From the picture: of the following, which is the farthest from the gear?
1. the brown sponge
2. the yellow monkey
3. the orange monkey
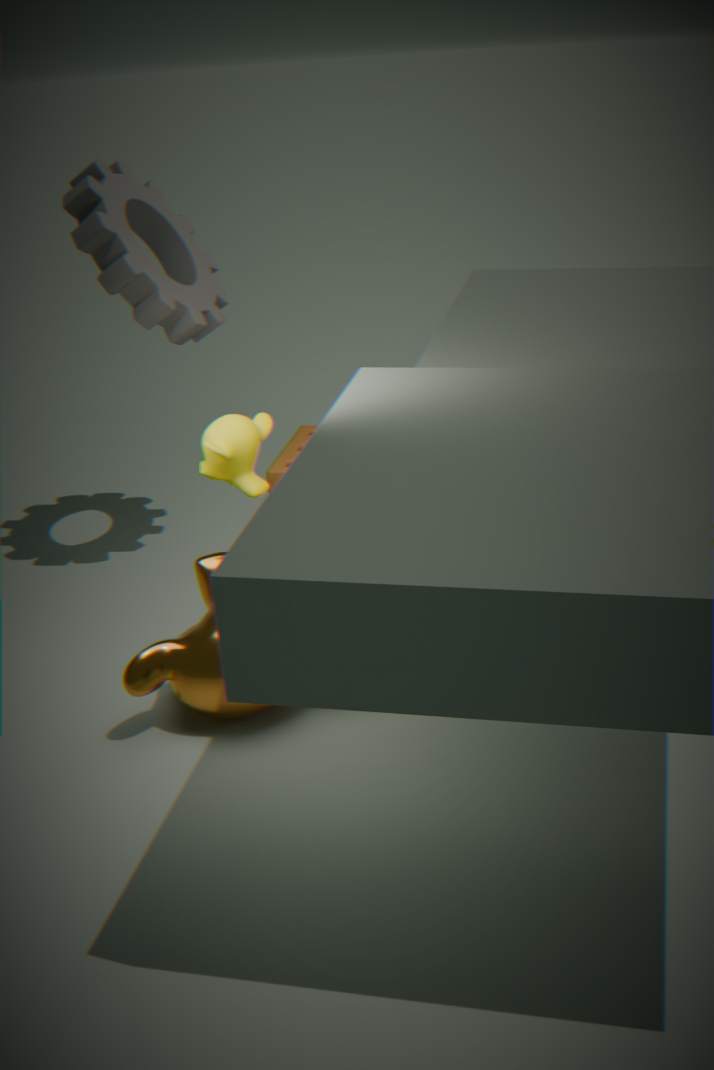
the orange monkey
